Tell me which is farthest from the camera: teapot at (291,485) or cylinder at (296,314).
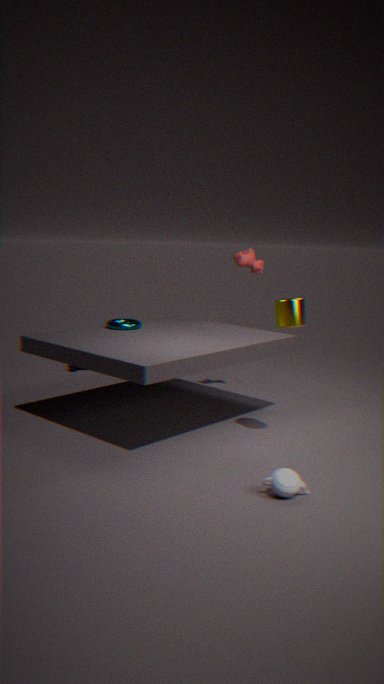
cylinder at (296,314)
